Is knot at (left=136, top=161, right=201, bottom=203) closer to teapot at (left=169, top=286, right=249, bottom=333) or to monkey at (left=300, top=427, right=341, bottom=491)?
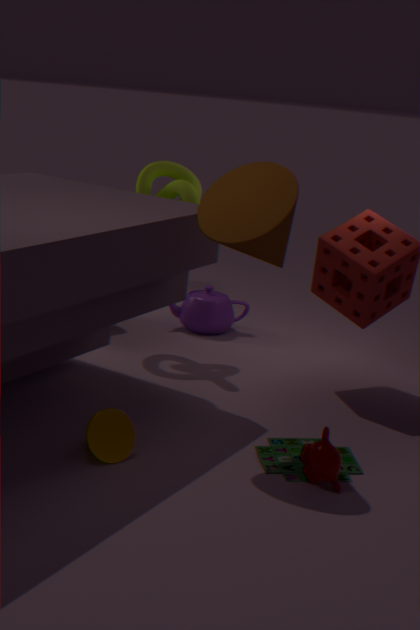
teapot at (left=169, top=286, right=249, bottom=333)
